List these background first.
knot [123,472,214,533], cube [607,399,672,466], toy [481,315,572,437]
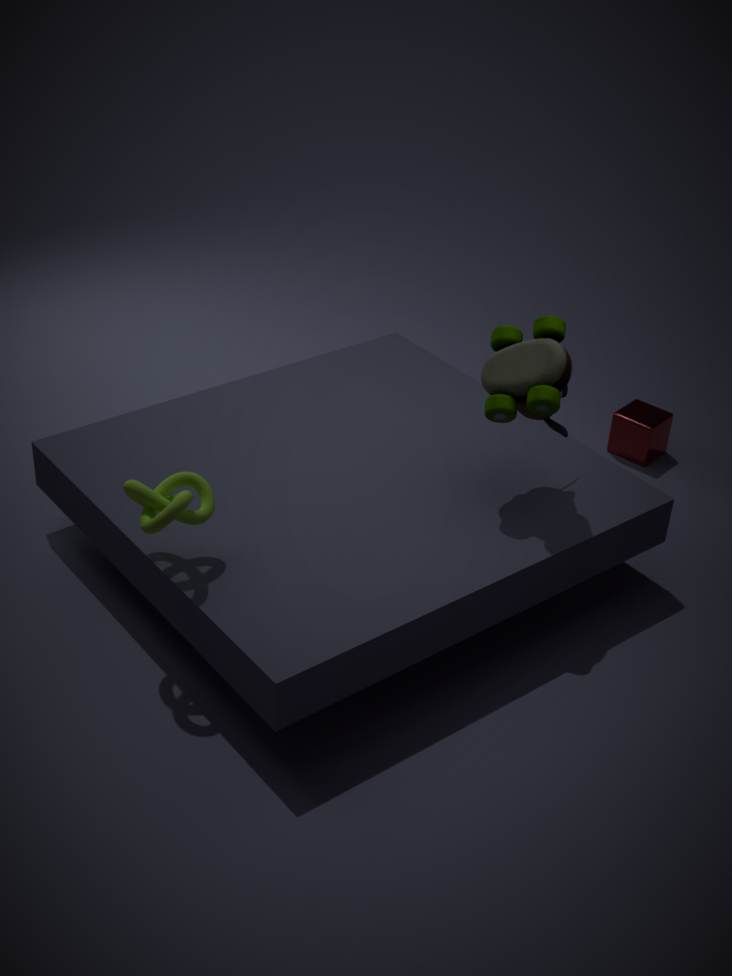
cube [607,399,672,466], toy [481,315,572,437], knot [123,472,214,533]
